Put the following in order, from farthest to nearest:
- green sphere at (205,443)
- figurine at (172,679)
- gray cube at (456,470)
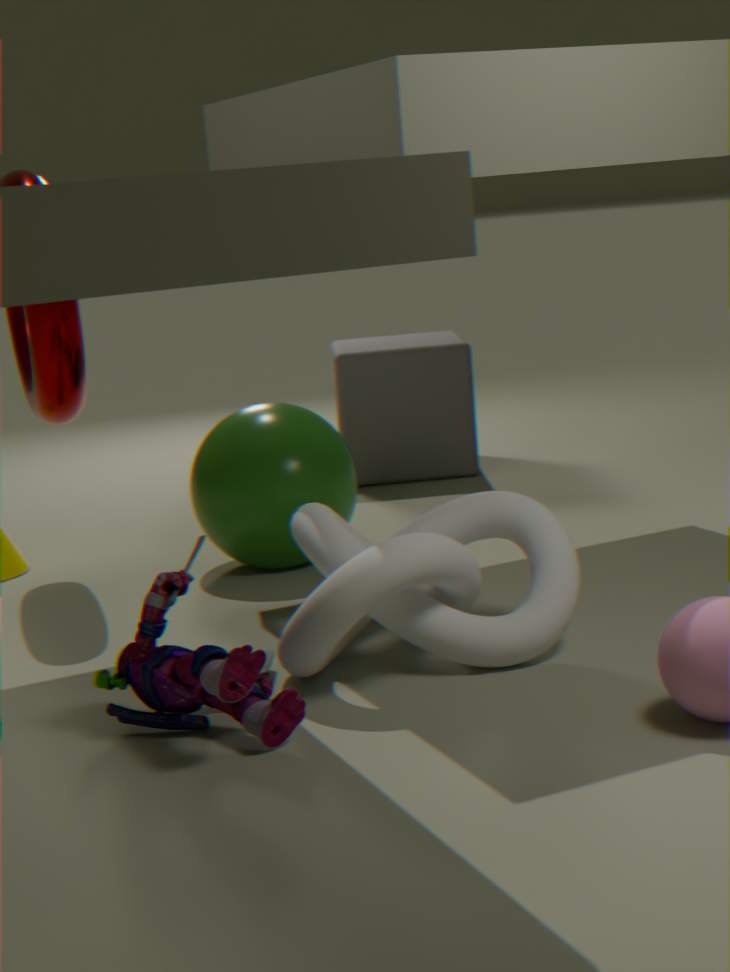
gray cube at (456,470) < green sphere at (205,443) < figurine at (172,679)
